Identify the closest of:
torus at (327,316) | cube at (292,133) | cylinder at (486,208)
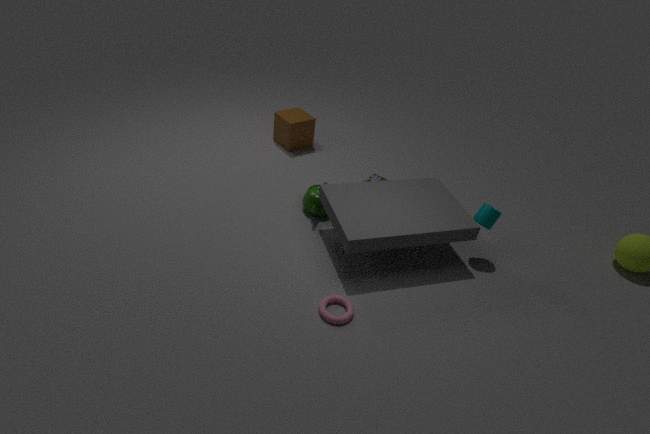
torus at (327,316)
